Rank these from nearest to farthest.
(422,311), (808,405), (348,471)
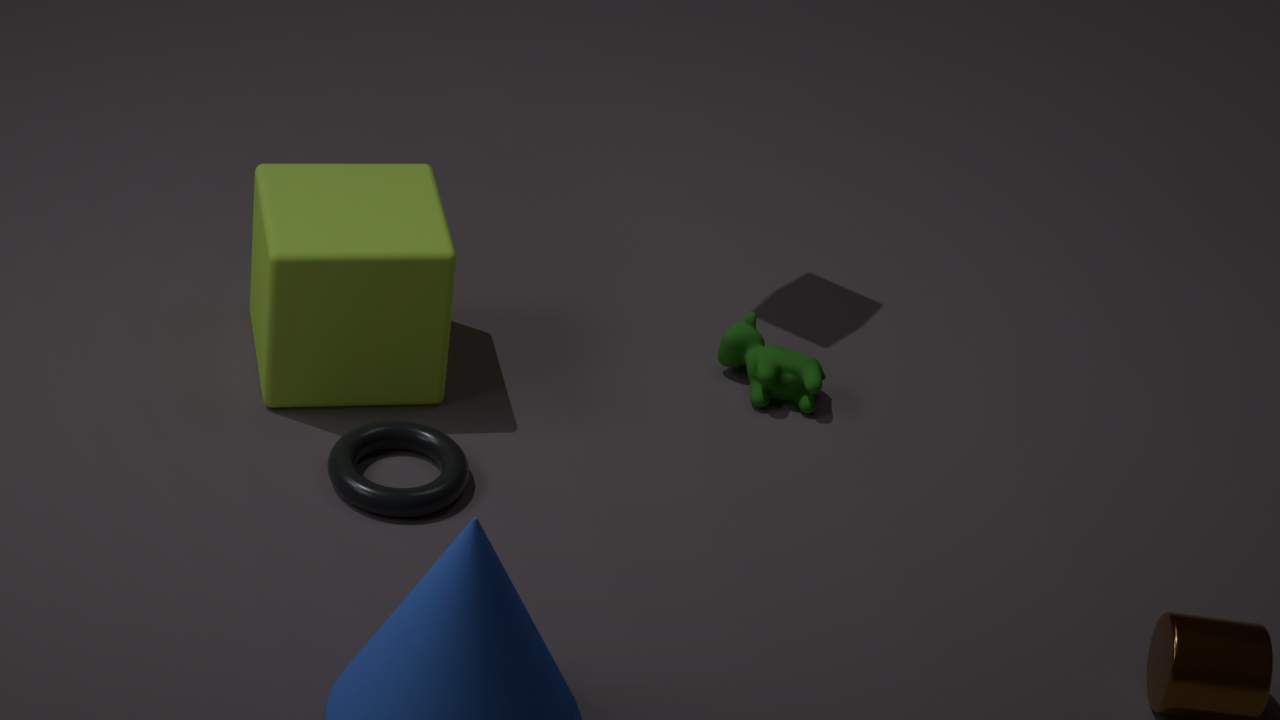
(348,471), (422,311), (808,405)
